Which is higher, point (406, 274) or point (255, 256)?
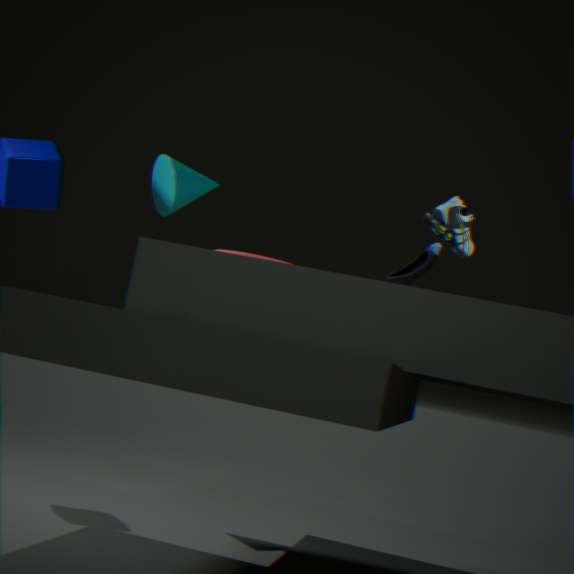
point (406, 274)
